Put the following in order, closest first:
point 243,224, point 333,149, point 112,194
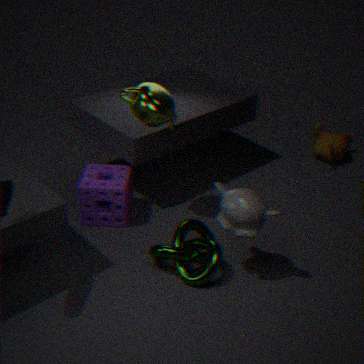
point 243,224
point 112,194
point 333,149
